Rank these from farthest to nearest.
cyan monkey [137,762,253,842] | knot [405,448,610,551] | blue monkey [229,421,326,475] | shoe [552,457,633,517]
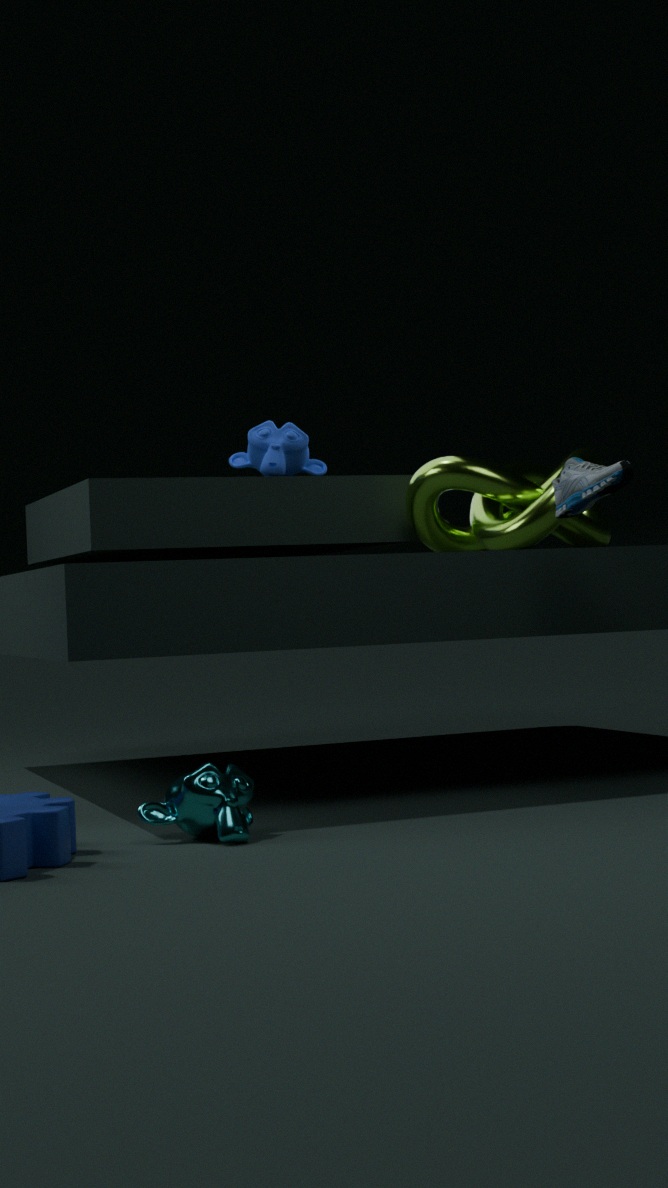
1. blue monkey [229,421,326,475]
2. knot [405,448,610,551]
3. shoe [552,457,633,517]
4. cyan monkey [137,762,253,842]
